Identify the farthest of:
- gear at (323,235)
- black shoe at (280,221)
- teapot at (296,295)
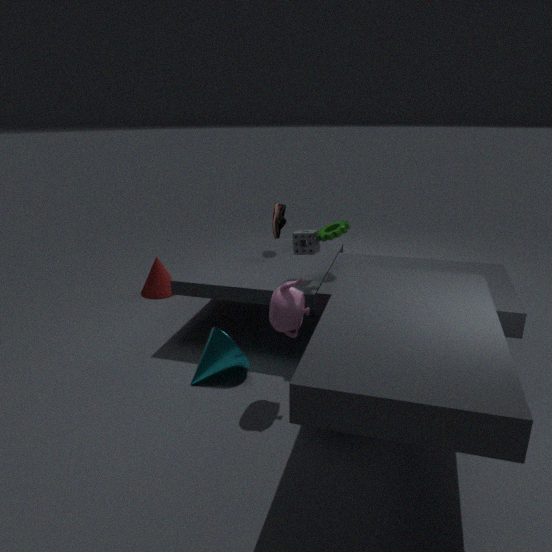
black shoe at (280,221)
